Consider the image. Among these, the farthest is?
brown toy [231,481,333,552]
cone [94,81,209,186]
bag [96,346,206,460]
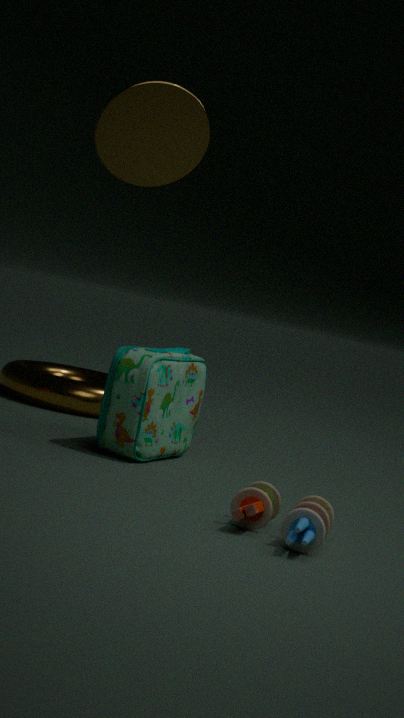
bag [96,346,206,460]
